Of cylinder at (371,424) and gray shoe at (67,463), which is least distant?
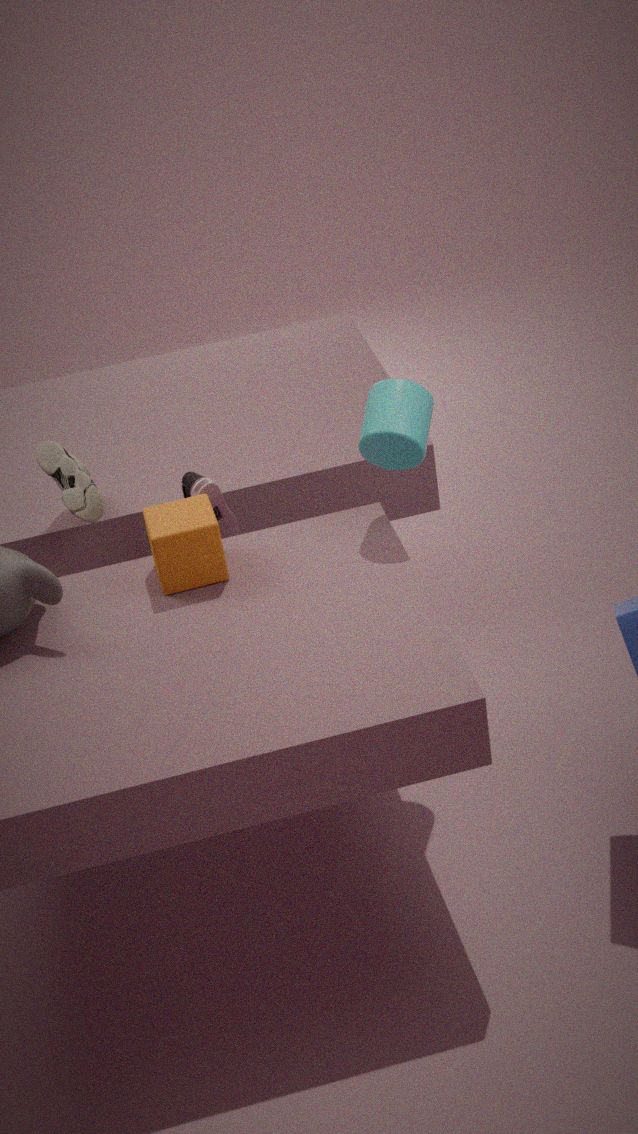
cylinder at (371,424)
